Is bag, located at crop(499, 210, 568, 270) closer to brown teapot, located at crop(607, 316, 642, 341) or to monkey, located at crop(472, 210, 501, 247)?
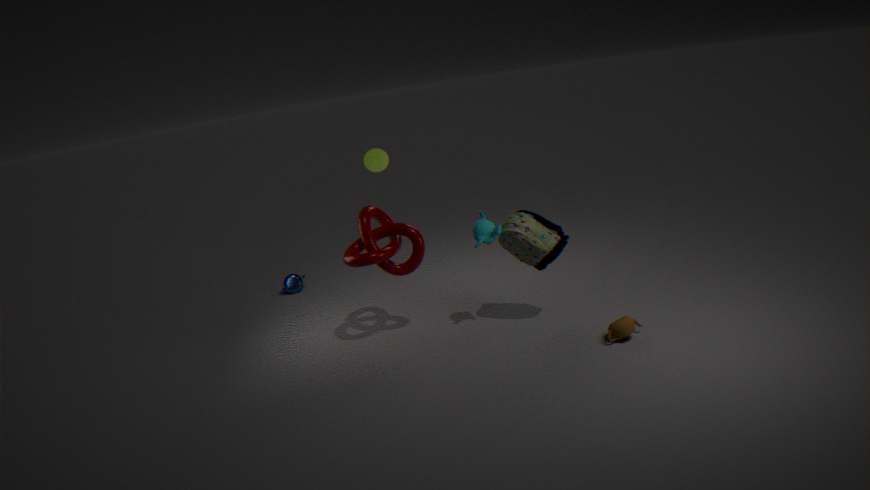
monkey, located at crop(472, 210, 501, 247)
